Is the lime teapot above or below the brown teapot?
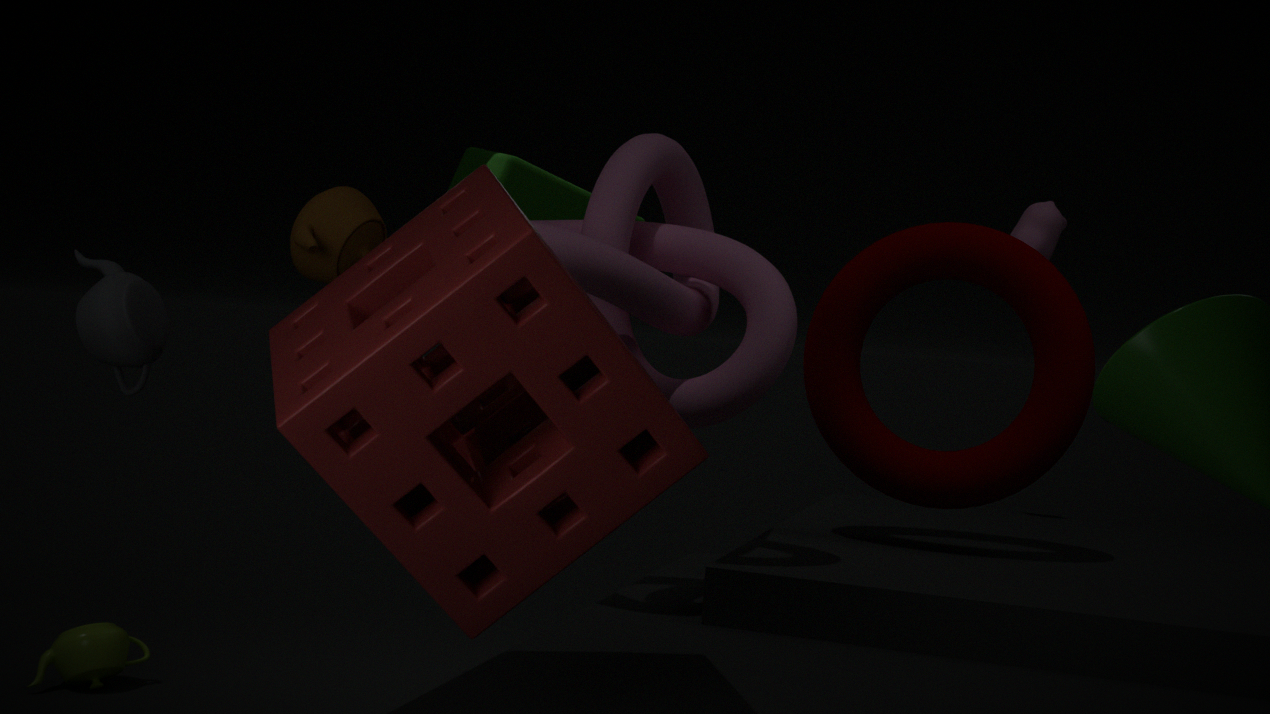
below
